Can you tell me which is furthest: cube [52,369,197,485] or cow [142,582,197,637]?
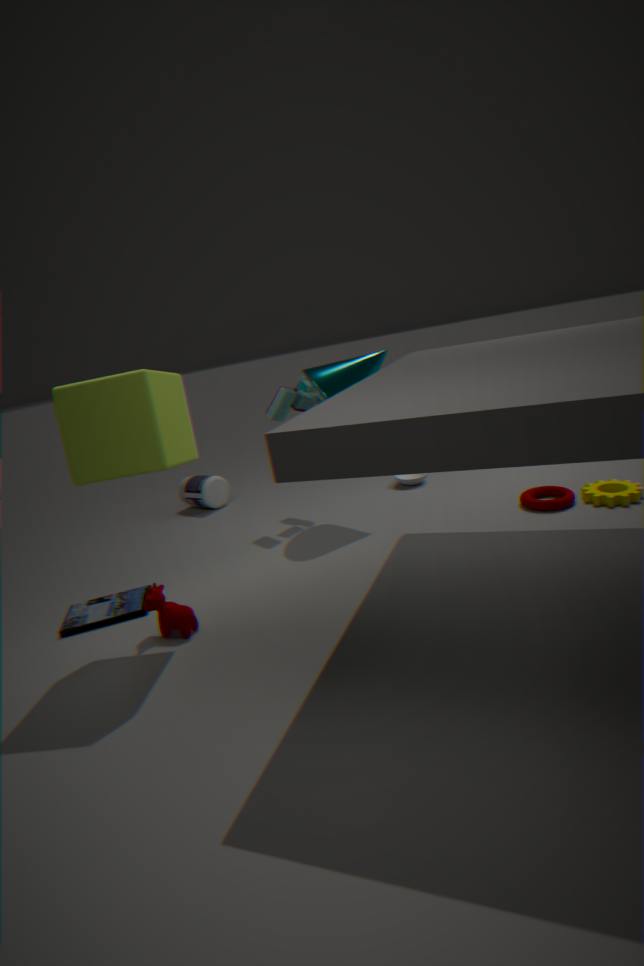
cow [142,582,197,637]
